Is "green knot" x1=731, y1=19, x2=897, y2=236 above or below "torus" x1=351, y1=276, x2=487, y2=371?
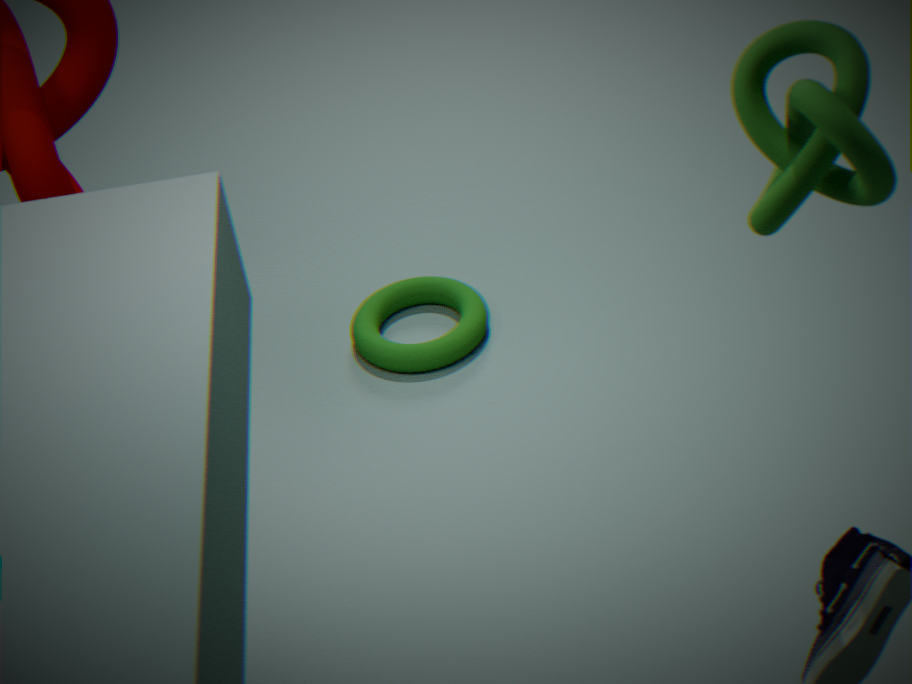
above
